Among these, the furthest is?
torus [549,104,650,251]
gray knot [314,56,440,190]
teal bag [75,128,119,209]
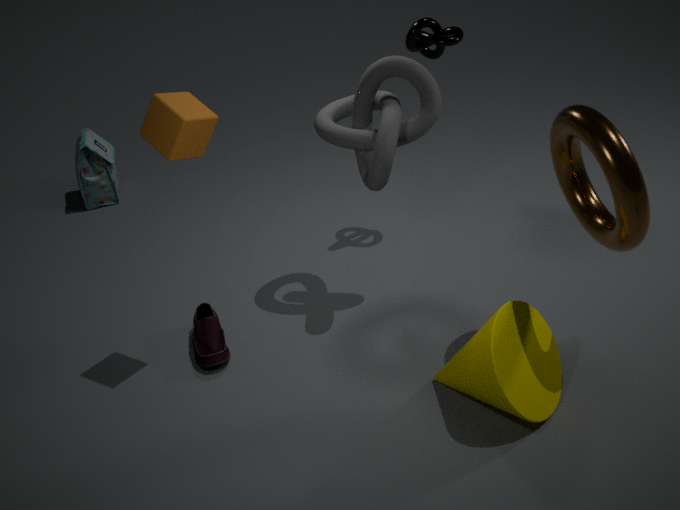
teal bag [75,128,119,209]
